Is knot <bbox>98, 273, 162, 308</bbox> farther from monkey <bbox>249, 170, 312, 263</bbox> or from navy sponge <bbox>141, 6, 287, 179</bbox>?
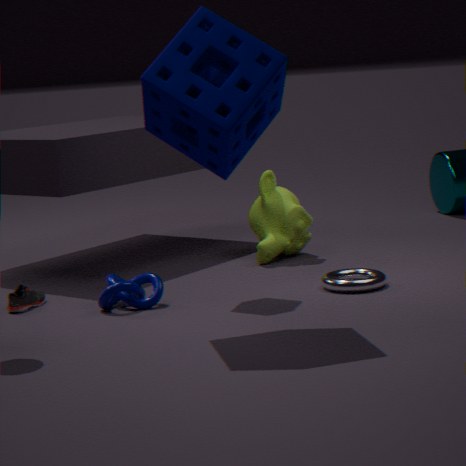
monkey <bbox>249, 170, 312, 263</bbox>
